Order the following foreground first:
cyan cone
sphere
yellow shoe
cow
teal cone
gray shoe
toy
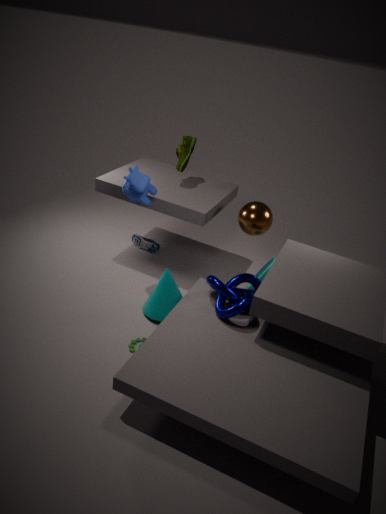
1. toy
2. cow
3. teal cone
4. sphere
5. cyan cone
6. yellow shoe
7. gray shoe
